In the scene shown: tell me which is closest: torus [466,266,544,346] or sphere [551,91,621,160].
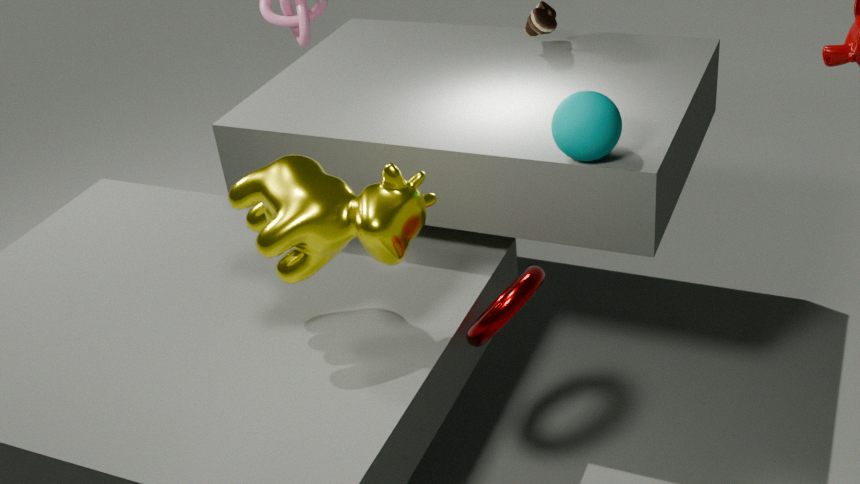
torus [466,266,544,346]
